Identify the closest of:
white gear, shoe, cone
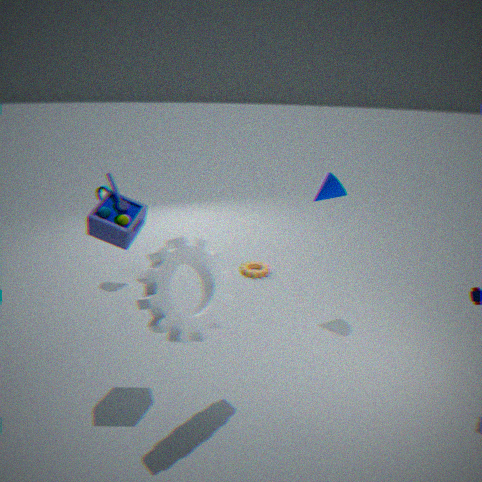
white gear
